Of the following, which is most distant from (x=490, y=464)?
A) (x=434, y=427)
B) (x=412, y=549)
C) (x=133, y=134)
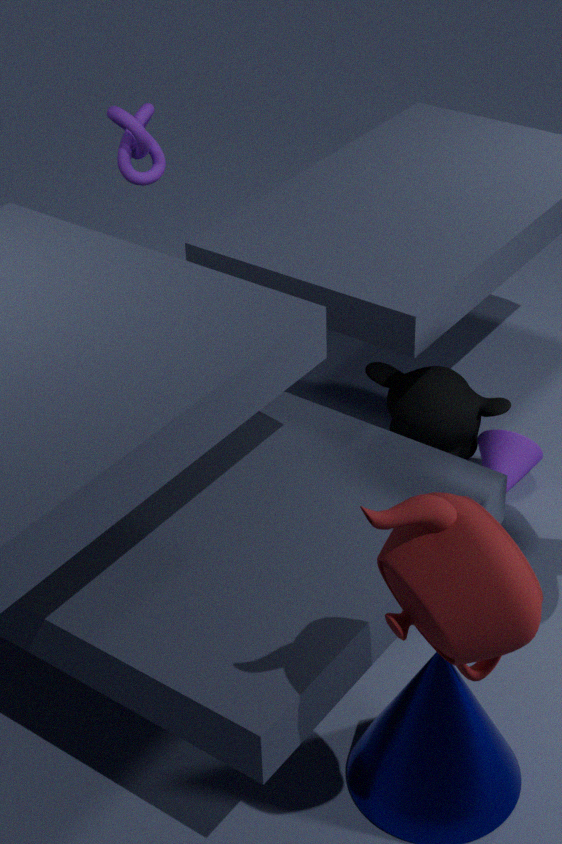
(x=412, y=549)
